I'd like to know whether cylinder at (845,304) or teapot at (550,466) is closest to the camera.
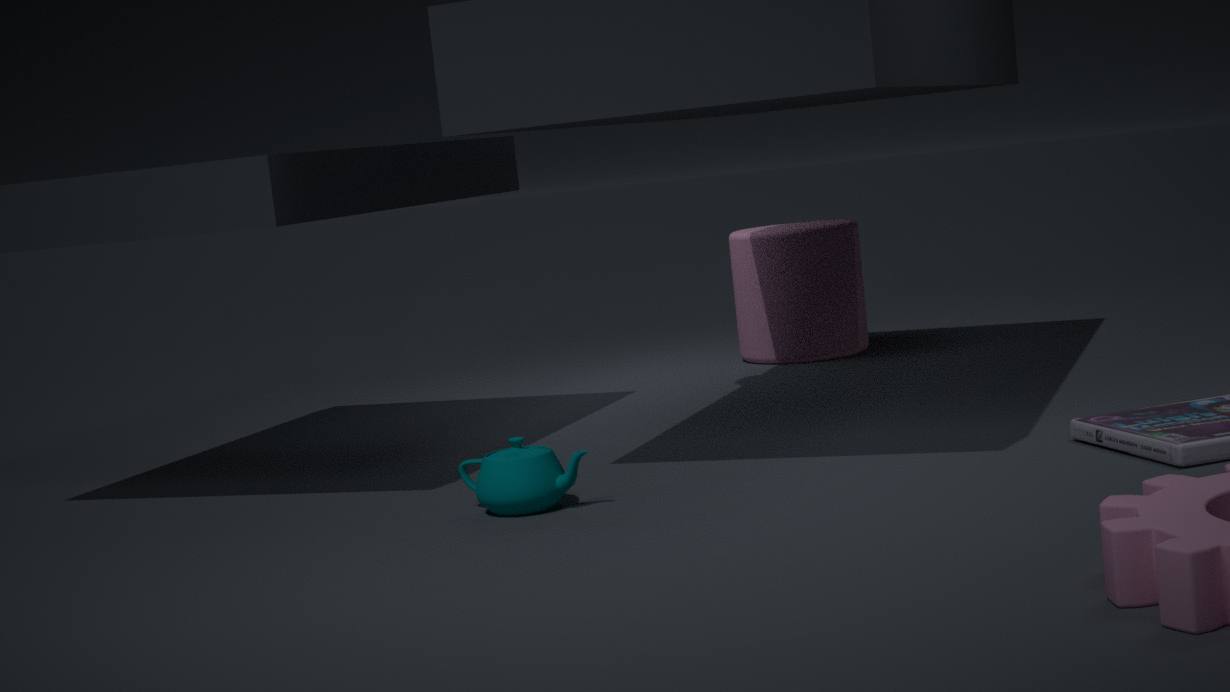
teapot at (550,466)
